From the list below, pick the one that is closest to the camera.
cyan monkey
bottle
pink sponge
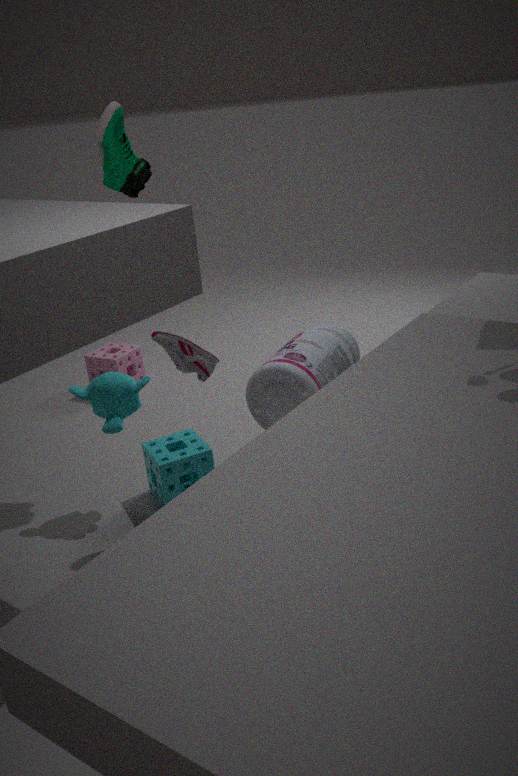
bottle
